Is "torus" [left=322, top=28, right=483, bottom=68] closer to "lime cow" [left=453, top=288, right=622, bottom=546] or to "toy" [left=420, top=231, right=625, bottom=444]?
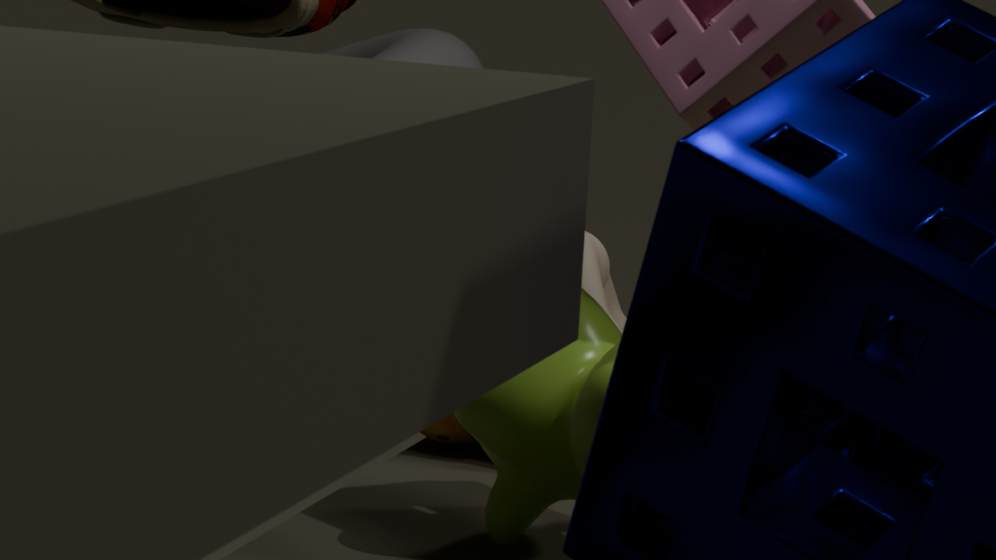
"lime cow" [left=453, top=288, right=622, bottom=546]
